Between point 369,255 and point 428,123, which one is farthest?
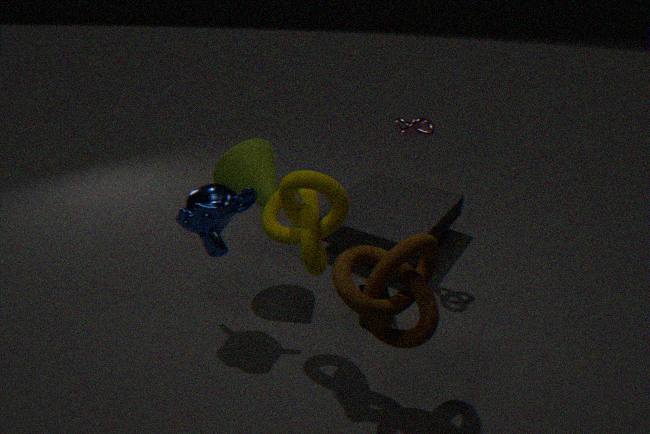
point 428,123
